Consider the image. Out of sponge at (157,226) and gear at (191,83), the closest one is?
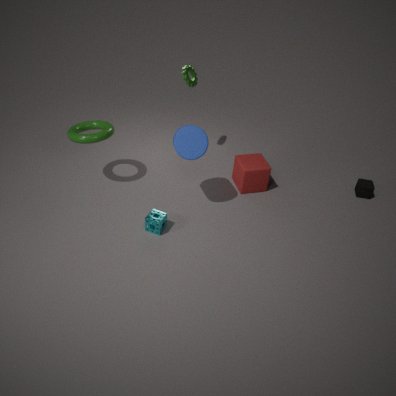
sponge at (157,226)
